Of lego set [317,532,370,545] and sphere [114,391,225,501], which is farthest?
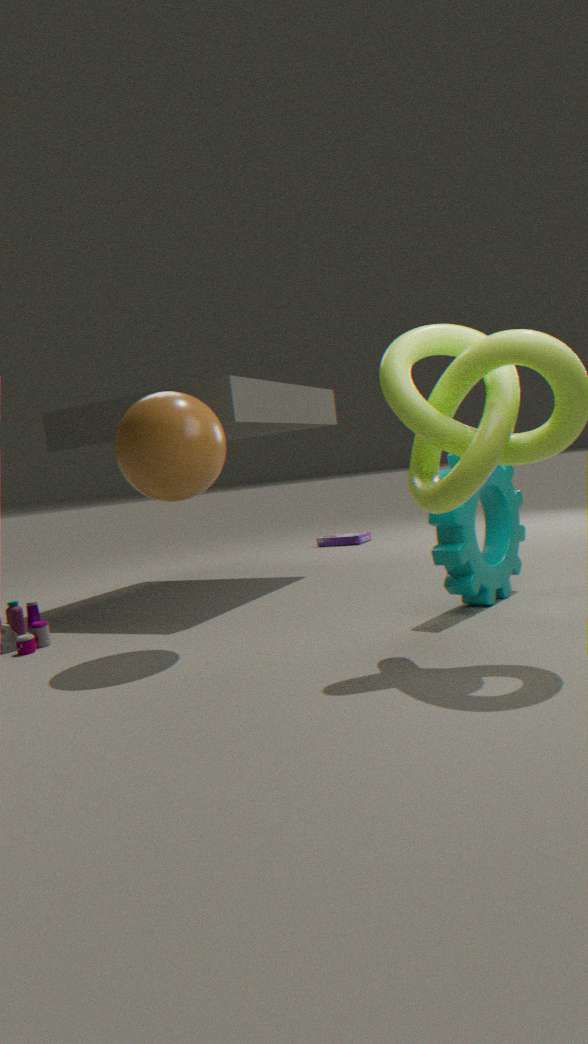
lego set [317,532,370,545]
